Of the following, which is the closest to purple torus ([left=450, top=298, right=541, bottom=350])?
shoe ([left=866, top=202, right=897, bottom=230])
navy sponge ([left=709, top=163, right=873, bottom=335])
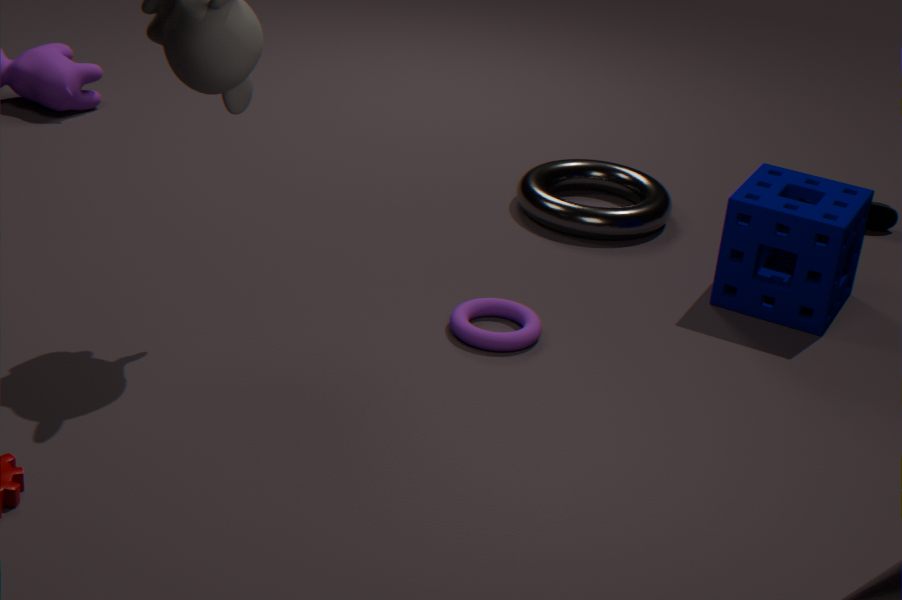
navy sponge ([left=709, top=163, right=873, bottom=335])
